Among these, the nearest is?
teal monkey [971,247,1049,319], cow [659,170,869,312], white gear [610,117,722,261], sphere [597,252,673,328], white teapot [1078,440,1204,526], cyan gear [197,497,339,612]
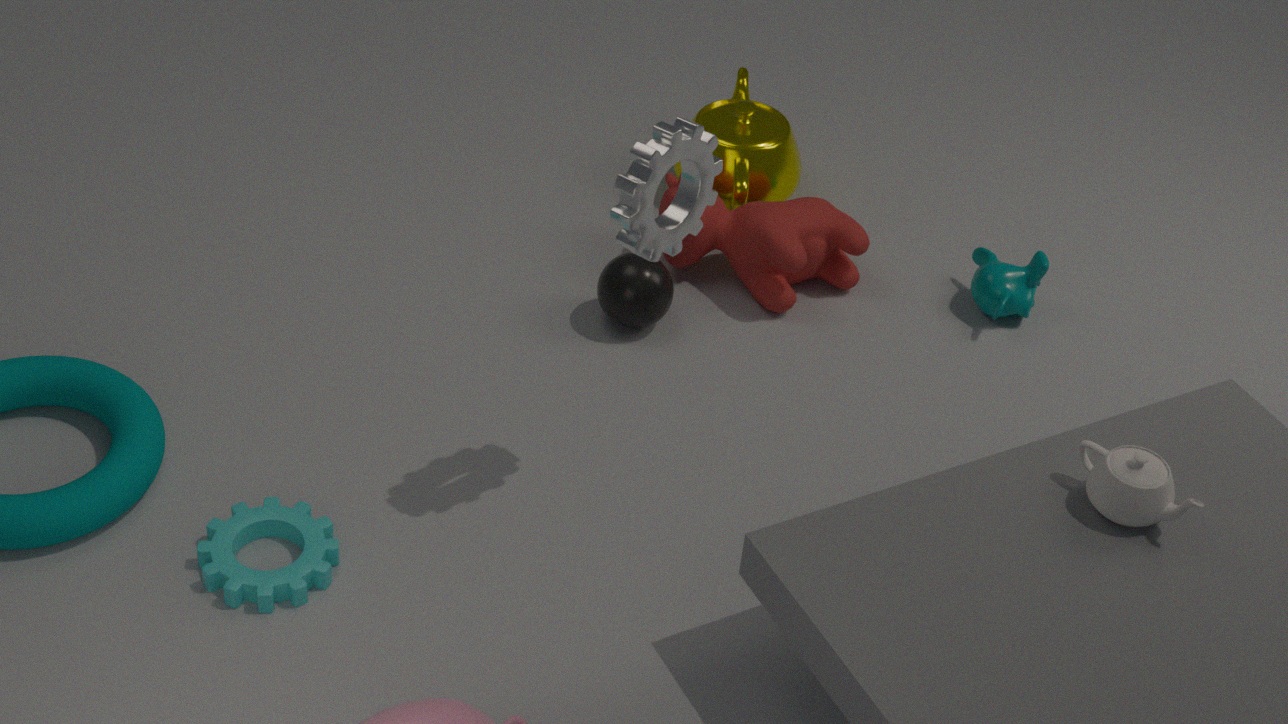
white gear [610,117,722,261]
